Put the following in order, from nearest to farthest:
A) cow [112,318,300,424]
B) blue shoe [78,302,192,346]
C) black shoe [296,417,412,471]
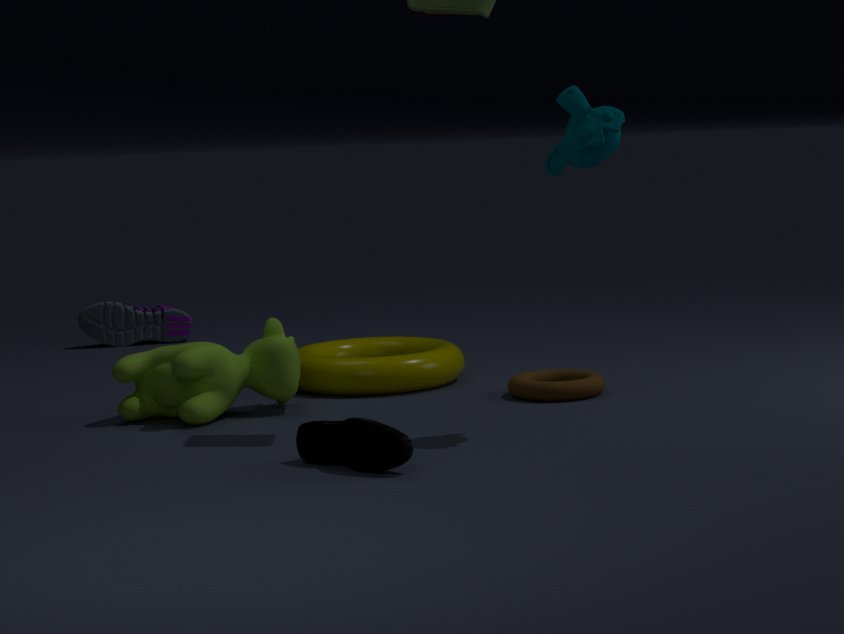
black shoe [296,417,412,471] < cow [112,318,300,424] < blue shoe [78,302,192,346]
